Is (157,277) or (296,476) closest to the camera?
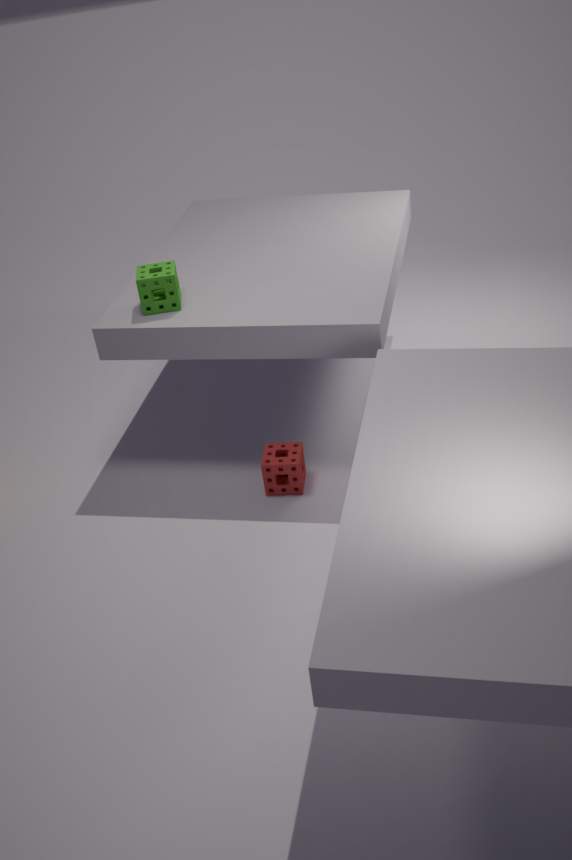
(157,277)
